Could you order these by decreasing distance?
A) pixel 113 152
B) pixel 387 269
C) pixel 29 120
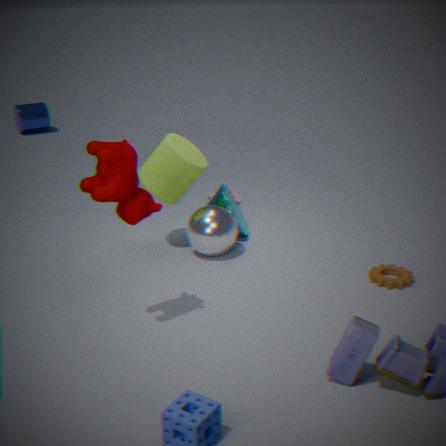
pixel 29 120, pixel 387 269, pixel 113 152
